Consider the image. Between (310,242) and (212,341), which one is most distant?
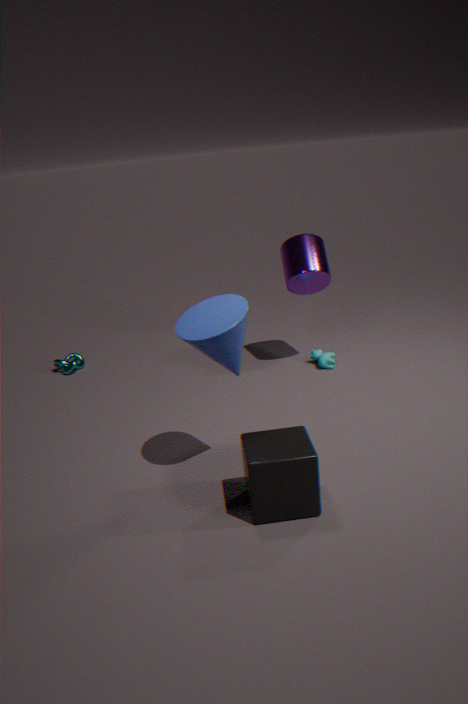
(310,242)
